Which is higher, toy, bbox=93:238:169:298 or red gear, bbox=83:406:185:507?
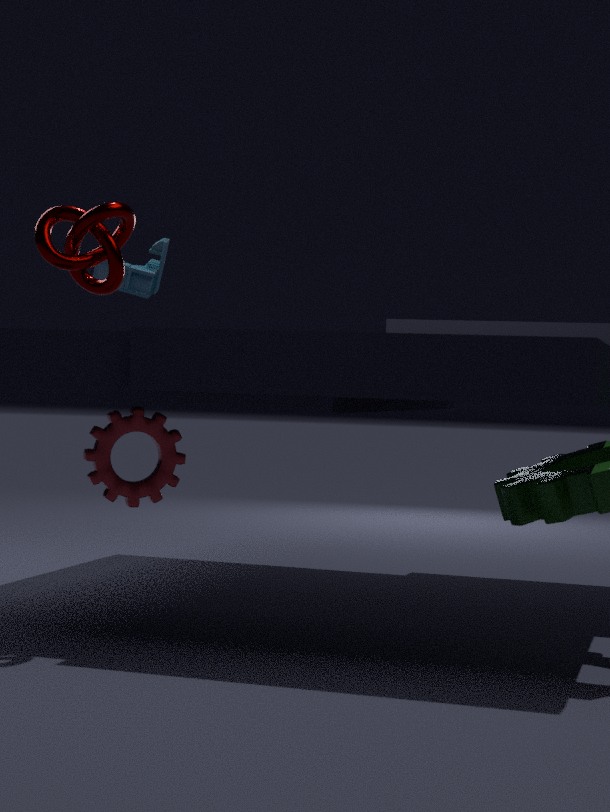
toy, bbox=93:238:169:298
